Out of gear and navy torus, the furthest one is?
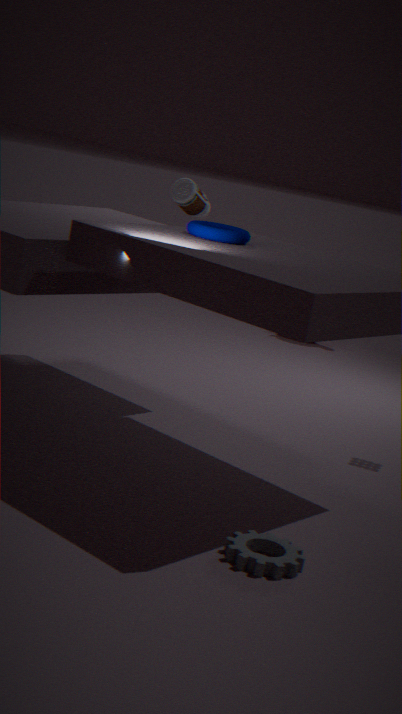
navy torus
